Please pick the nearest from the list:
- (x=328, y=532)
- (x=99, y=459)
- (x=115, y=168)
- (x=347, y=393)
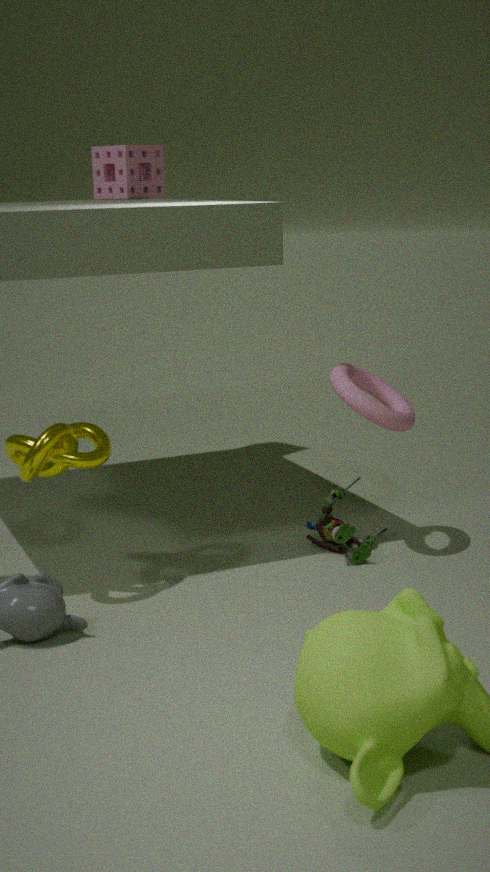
(x=99, y=459)
